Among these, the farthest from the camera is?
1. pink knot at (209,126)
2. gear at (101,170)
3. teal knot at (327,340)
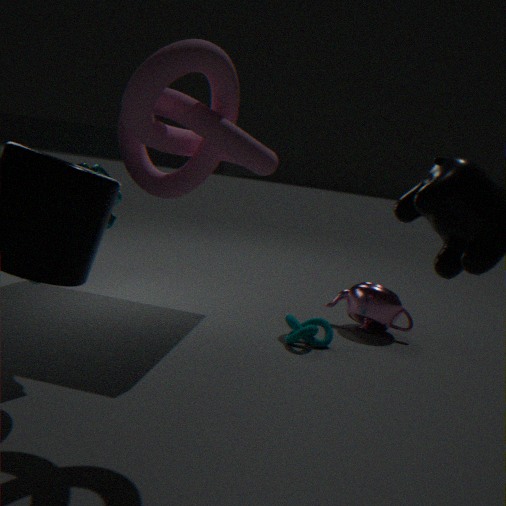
teal knot at (327,340)
